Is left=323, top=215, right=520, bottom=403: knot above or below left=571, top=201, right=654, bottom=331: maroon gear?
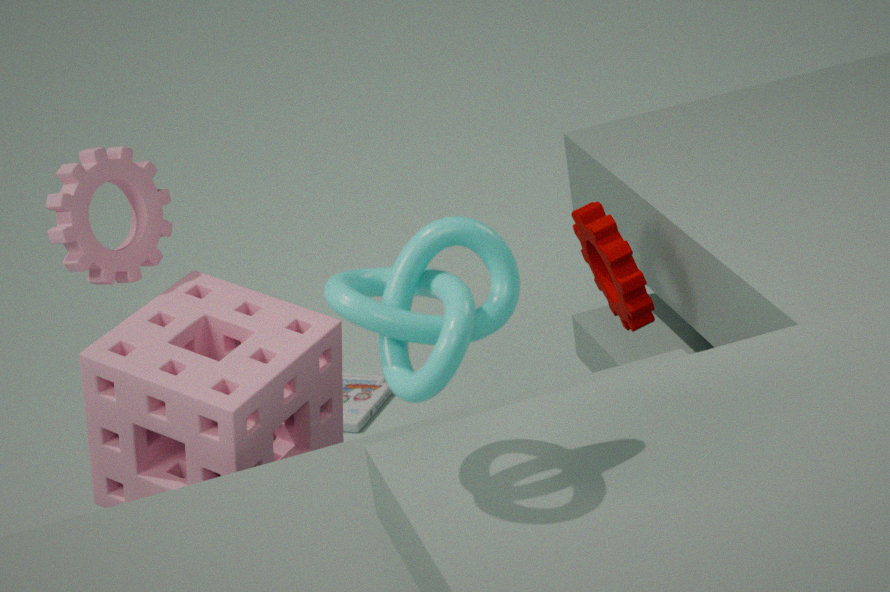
above
